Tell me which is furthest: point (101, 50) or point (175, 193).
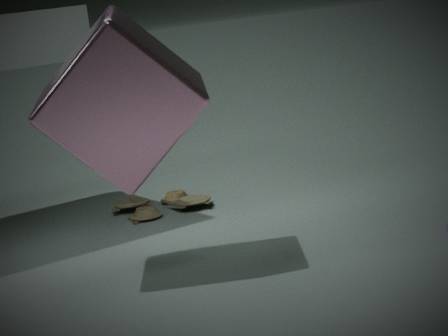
point (175, 193)
